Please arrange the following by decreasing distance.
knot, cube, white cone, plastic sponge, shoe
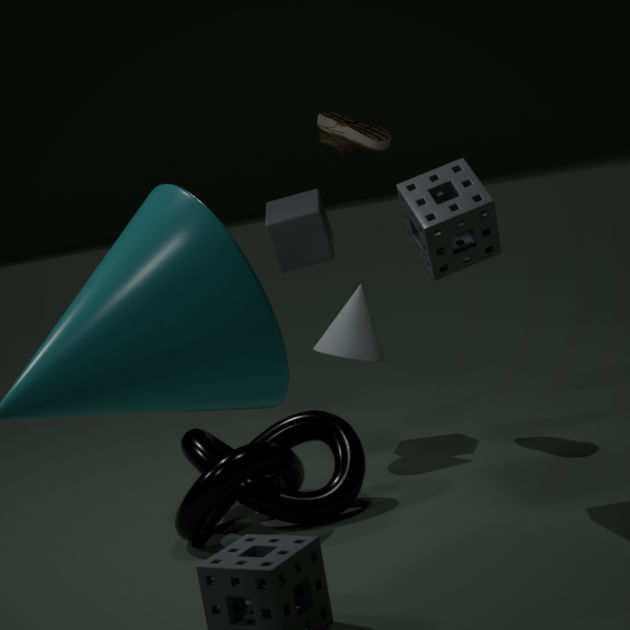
cube, shoe, white cone, knot, plastic sponge
